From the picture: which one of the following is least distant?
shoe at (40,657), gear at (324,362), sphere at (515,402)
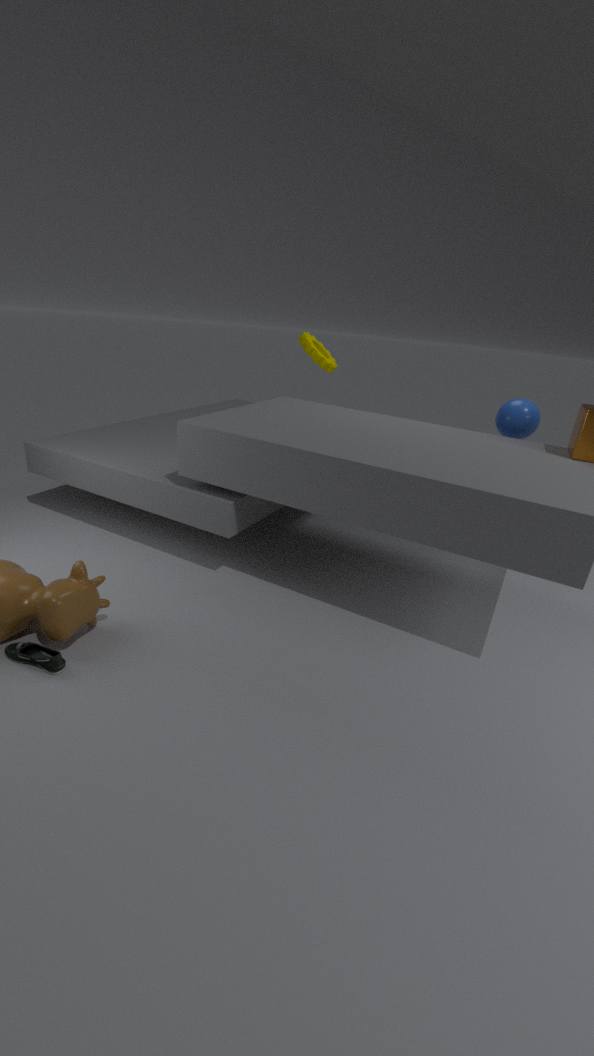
shoe at (40,657)
